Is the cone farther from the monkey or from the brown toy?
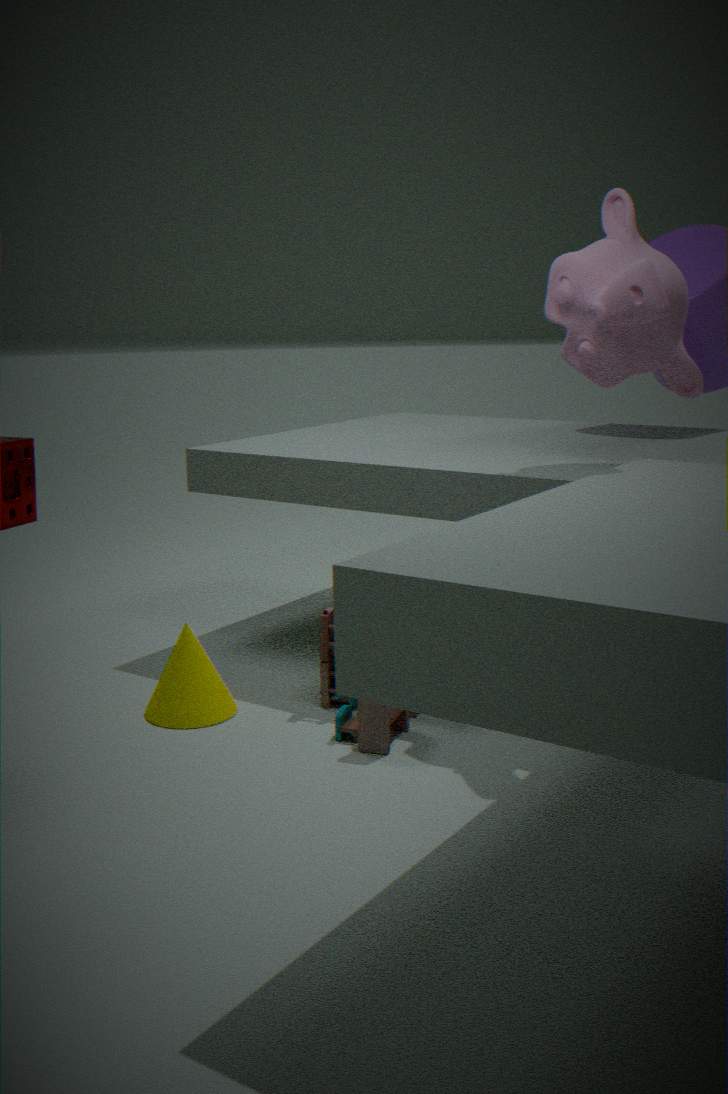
the monkey
